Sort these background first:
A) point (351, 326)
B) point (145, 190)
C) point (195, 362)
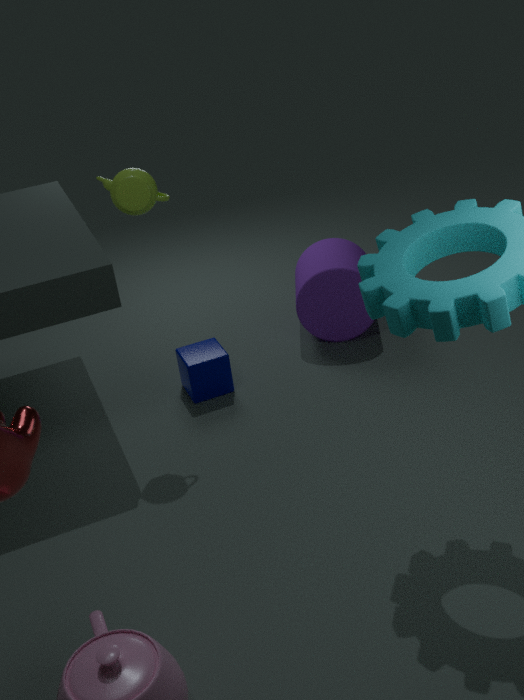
point (351, 326)
point (195, 362)
point (145, 190)
